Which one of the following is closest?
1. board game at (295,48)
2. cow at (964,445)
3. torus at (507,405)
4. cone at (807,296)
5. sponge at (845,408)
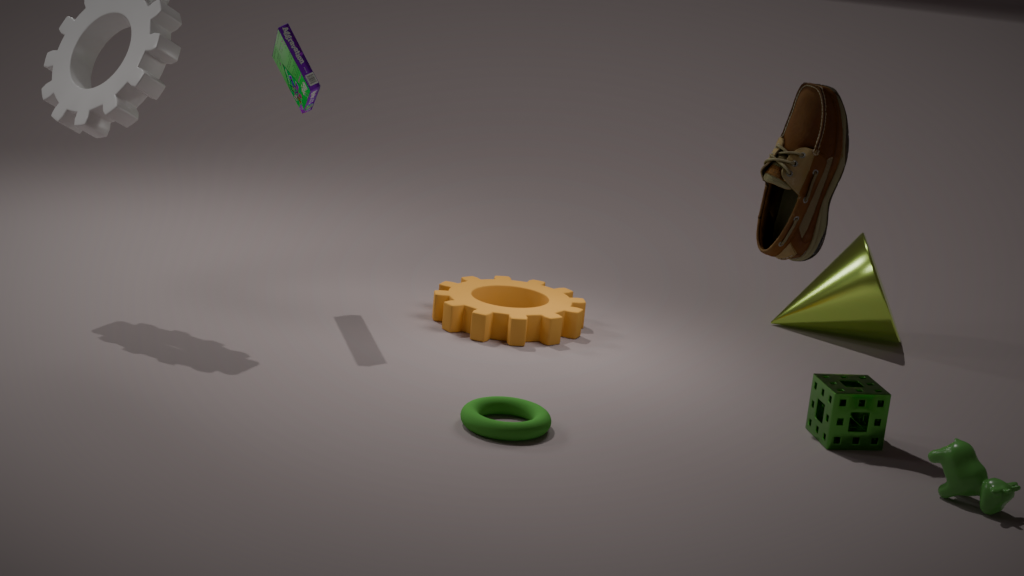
cow at (964,445)
